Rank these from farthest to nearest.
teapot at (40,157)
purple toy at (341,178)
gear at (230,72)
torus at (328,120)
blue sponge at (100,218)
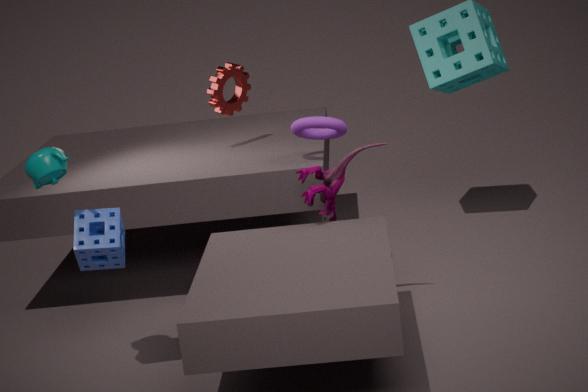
1. gear at (230,72)
2. torus at (328,120)
3. purple toy at (341,178)
4. blue sponge at (100,218)
5. teapot at (40,157)
